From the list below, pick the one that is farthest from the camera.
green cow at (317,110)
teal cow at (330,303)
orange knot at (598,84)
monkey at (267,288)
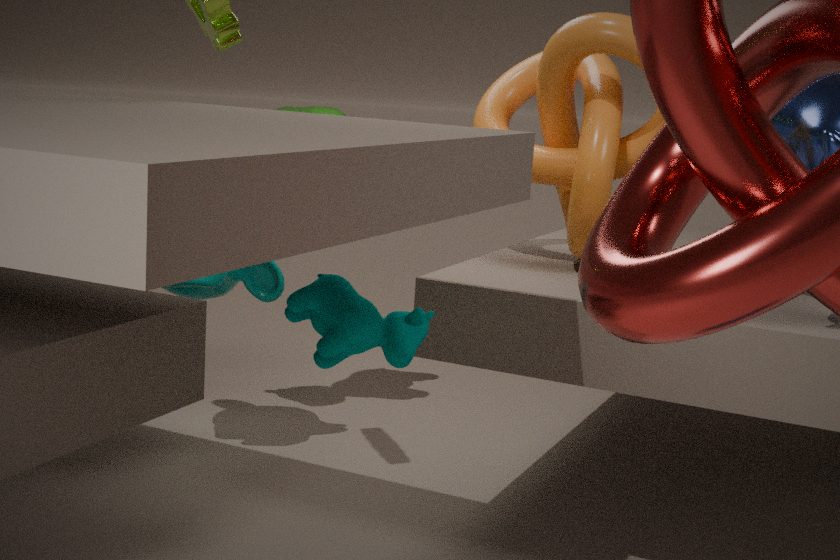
green cow at (317,110)
